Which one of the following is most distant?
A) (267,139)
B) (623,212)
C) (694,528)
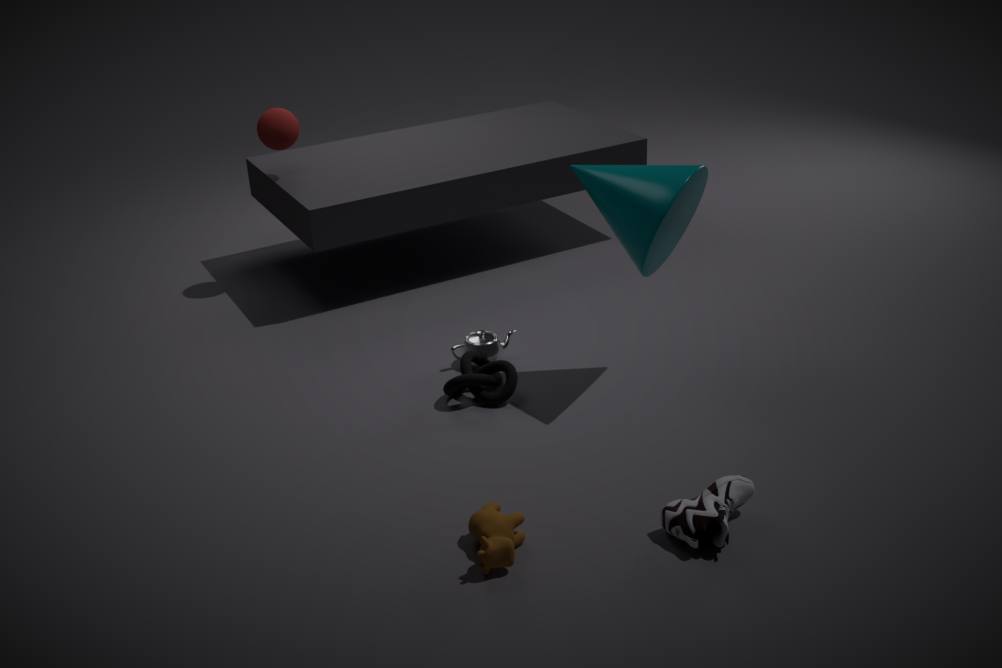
(267,139)
